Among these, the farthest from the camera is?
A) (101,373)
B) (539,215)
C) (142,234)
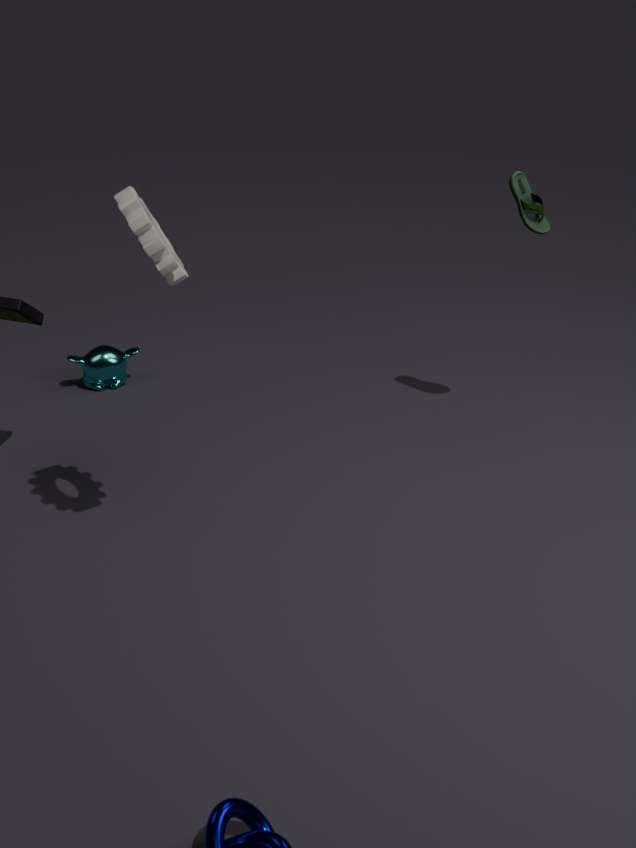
(101,373)
